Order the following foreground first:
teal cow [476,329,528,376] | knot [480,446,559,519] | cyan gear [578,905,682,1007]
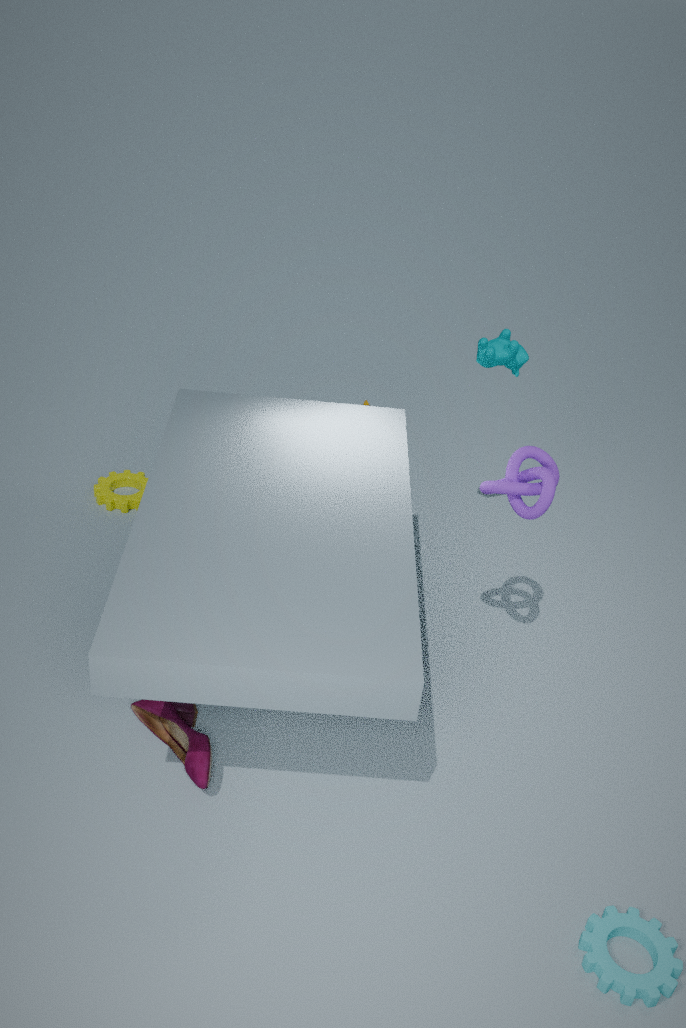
cyan gear [578,905,682,1007] < knot [480,446,559,519] < teal cow [476,329,528,376]
